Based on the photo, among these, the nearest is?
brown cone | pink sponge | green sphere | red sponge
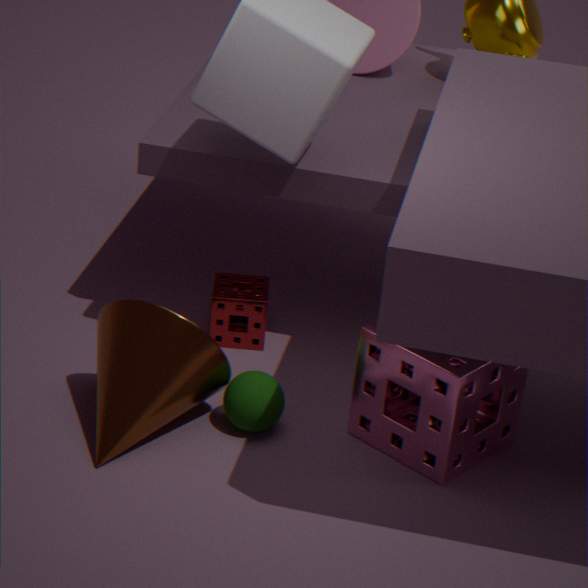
pink sponge
